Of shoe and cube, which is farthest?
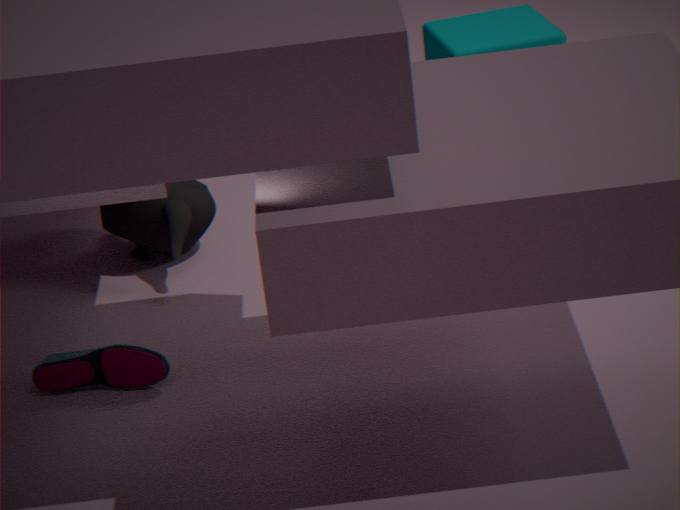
cube
